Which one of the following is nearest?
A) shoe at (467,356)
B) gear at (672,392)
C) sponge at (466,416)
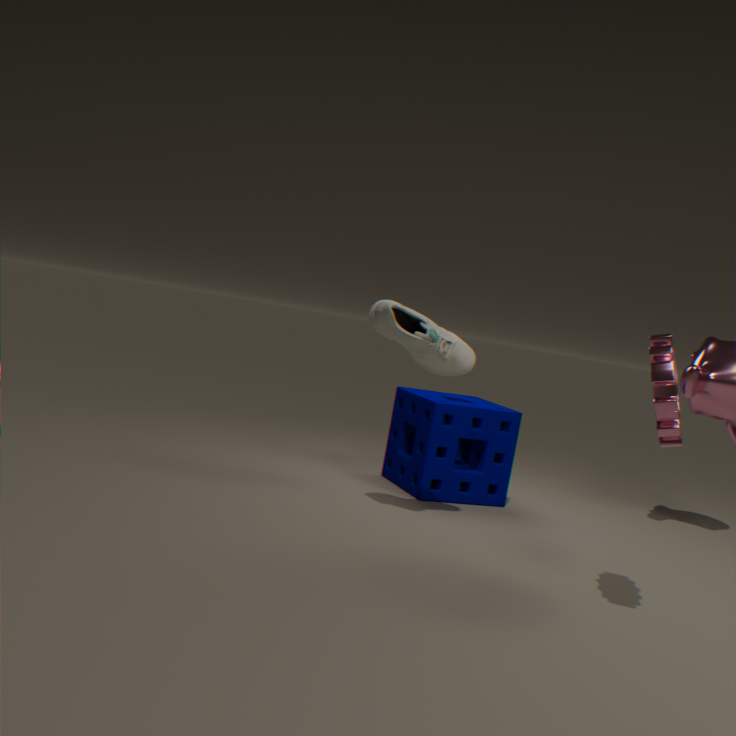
gear at (672,392)
